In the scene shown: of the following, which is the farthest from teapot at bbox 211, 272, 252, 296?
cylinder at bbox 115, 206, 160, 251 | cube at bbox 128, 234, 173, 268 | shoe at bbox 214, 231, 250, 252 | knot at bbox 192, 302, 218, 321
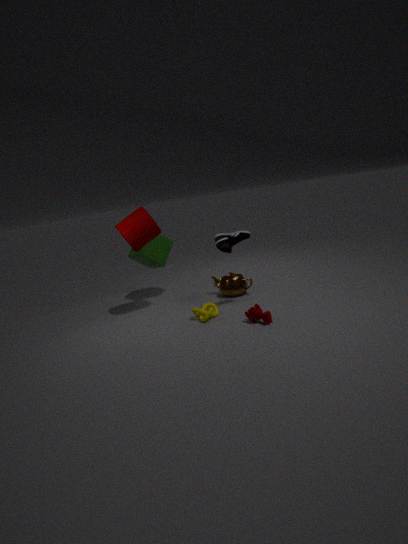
cylinder at bbox 115, 206, 160, 251
